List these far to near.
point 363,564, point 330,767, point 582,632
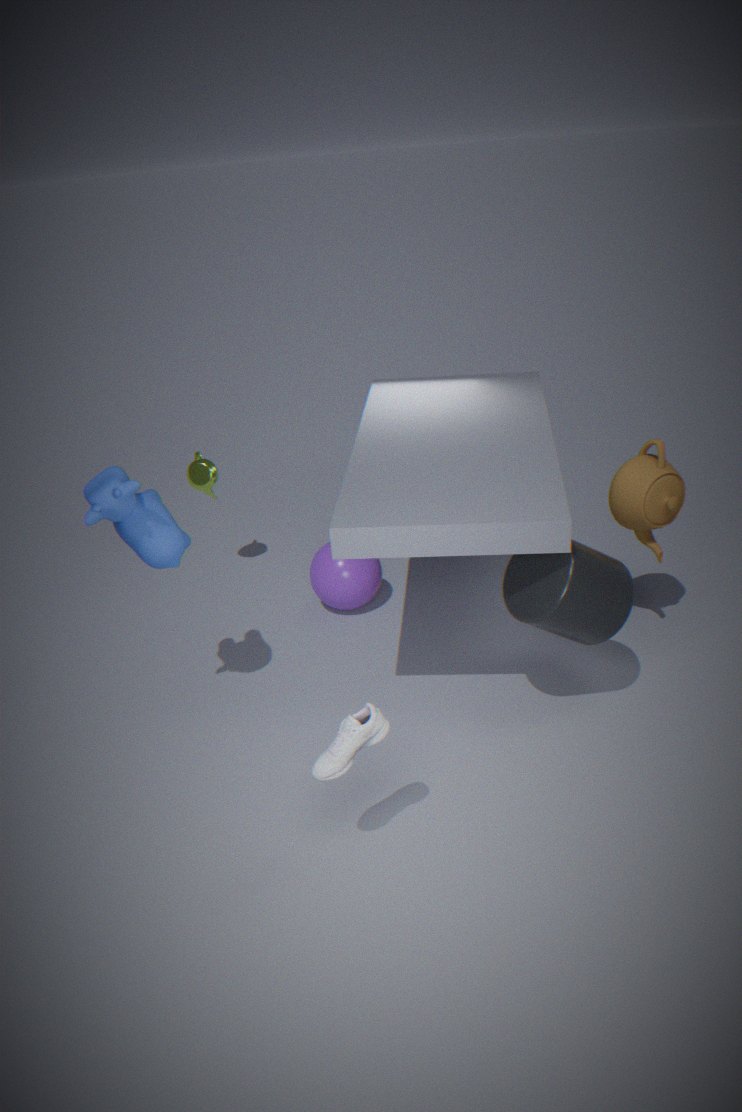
1. point 363,564
2. point 582,632
3. point 330,767
